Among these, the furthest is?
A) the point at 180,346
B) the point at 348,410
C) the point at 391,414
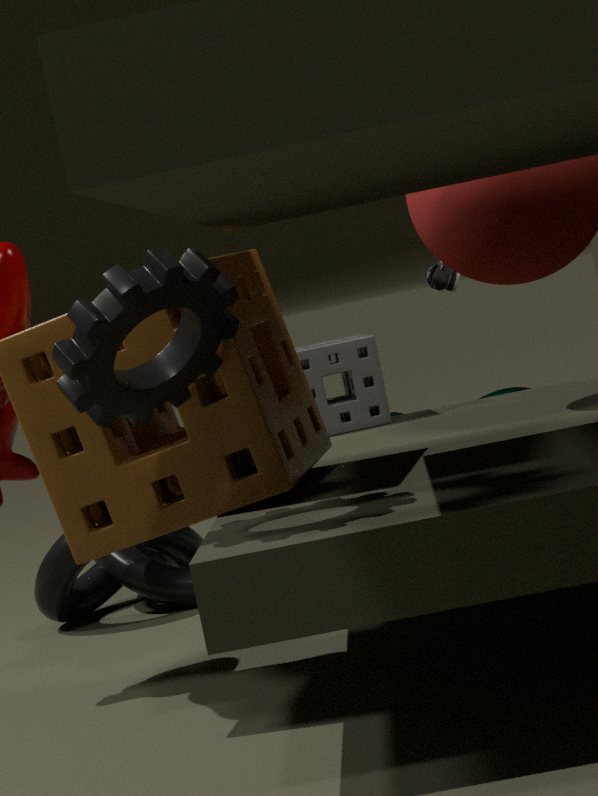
the point at 391,414
